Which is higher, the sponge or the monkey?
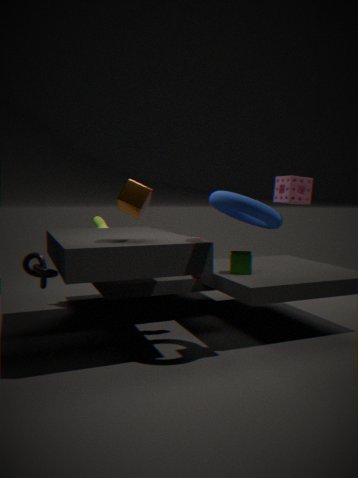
the sponge
